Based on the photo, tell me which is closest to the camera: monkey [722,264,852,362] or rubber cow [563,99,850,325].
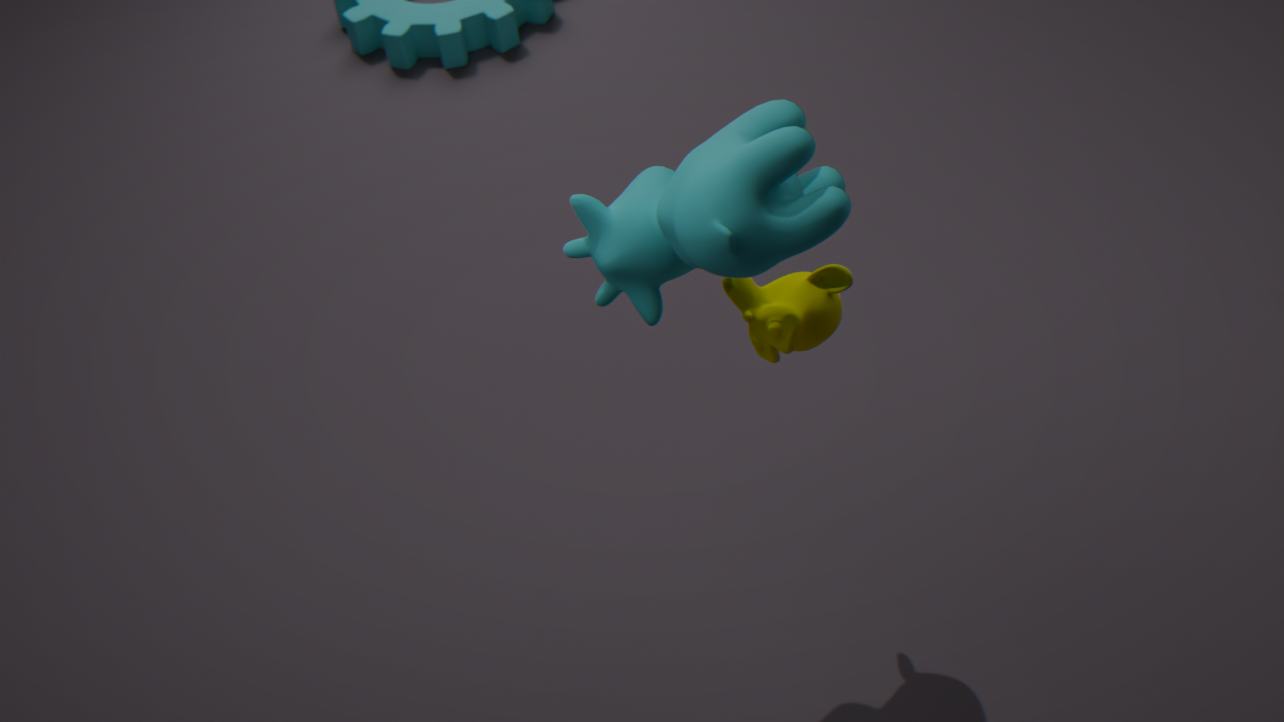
rubber cow [563,99,850,325]
